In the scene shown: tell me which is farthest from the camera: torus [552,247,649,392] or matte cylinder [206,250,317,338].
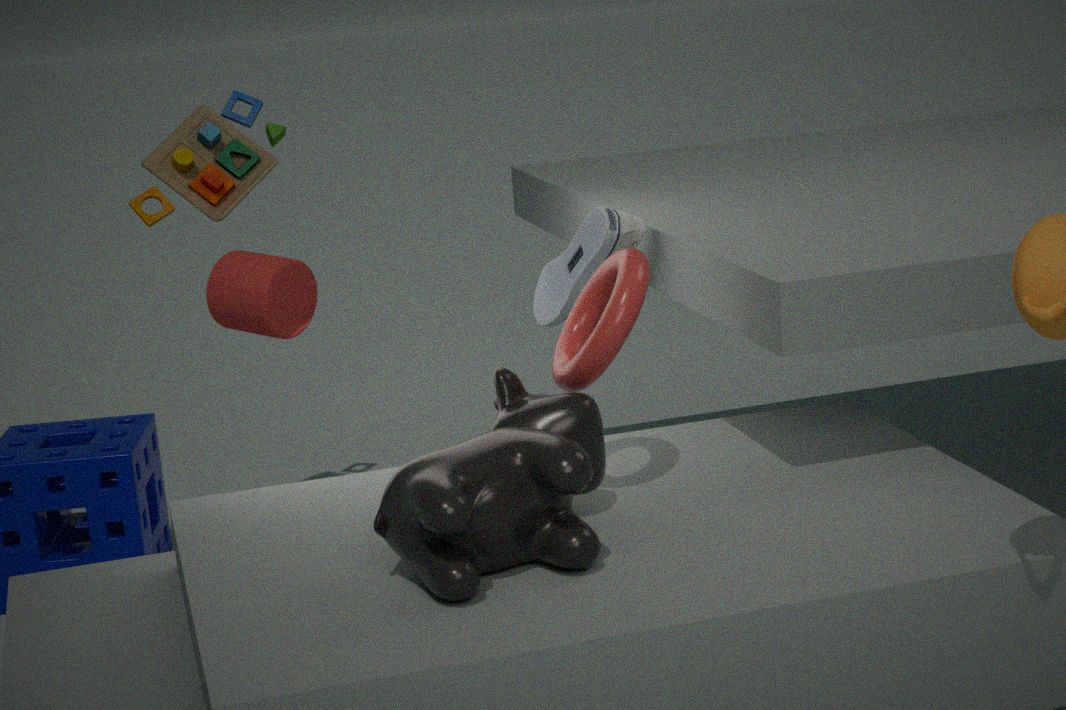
matte cylinder [206,250,317,338]
